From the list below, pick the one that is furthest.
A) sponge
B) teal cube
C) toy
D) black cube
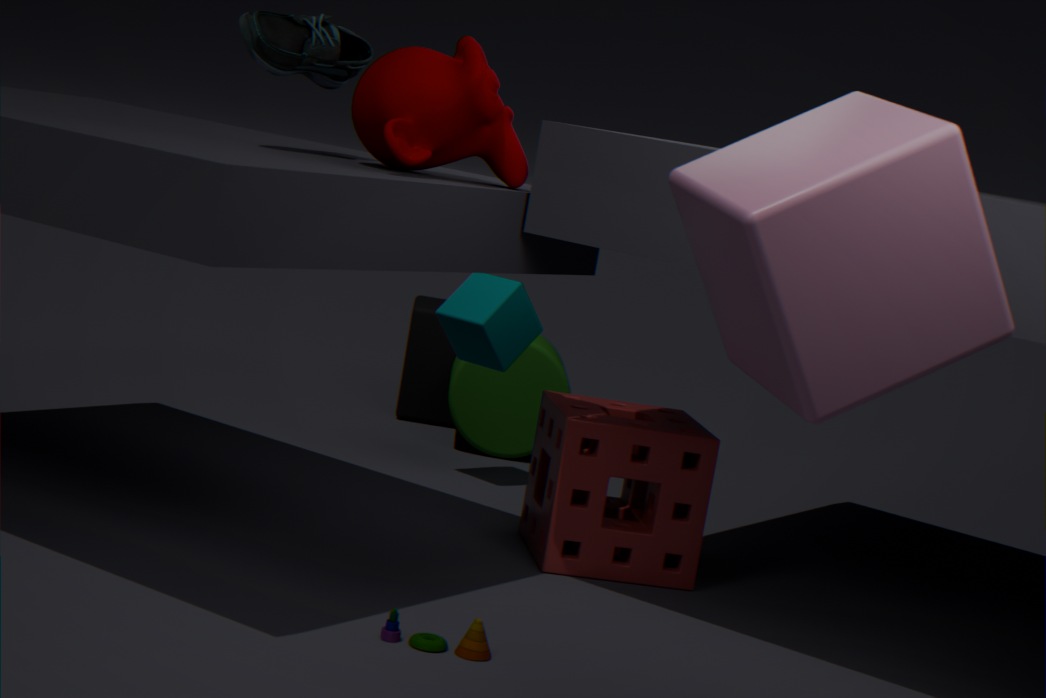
black cube
